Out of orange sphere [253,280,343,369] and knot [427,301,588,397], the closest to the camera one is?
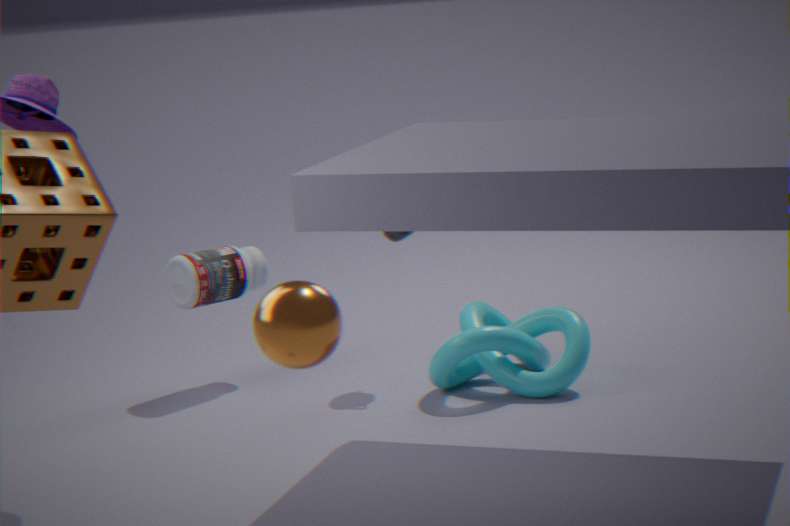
orange sphere [253,280,343,369]
